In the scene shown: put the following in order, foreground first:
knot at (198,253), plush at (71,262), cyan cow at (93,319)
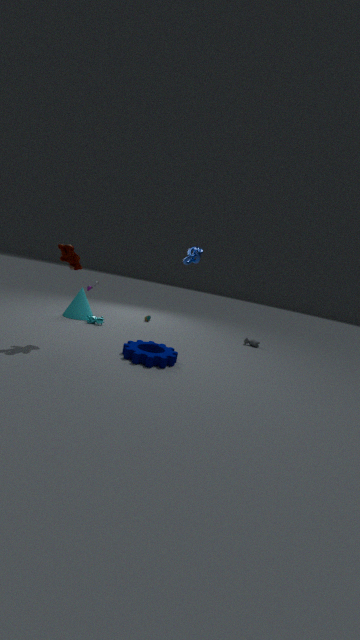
1. plush at (71,262)
2. knot at (198,253)
3. cyan cow at (93,319)
